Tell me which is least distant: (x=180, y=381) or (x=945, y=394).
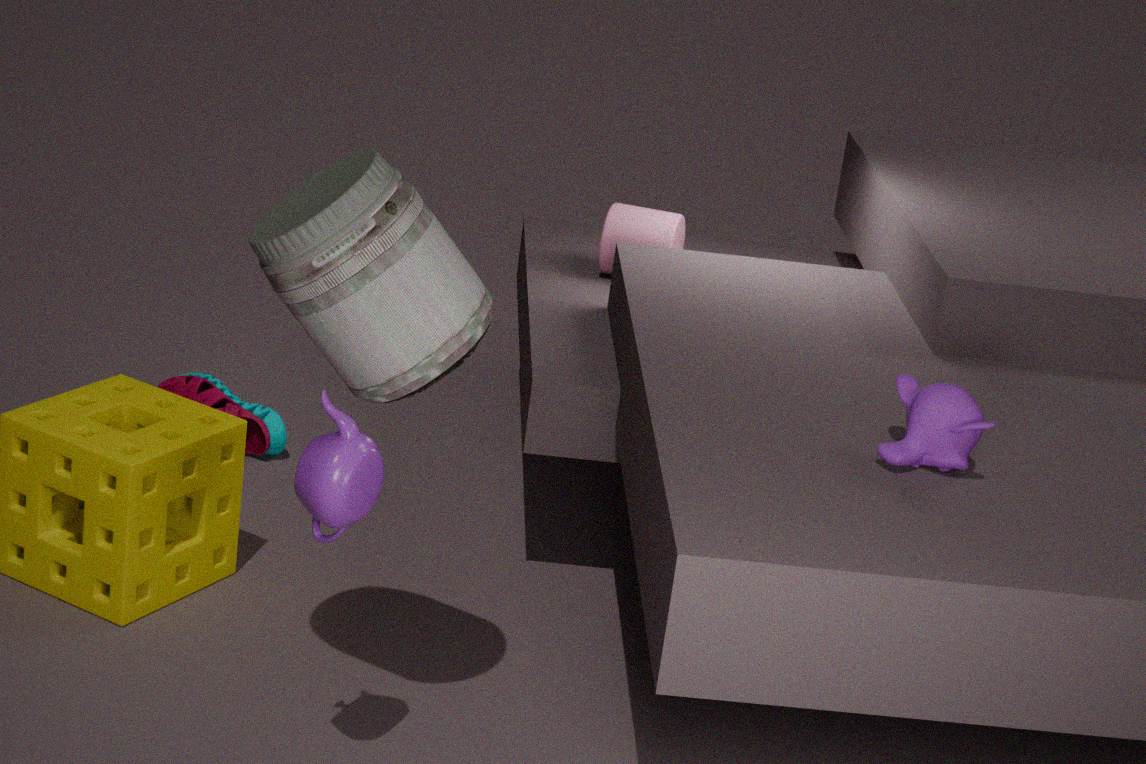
(x=945, y=394)
